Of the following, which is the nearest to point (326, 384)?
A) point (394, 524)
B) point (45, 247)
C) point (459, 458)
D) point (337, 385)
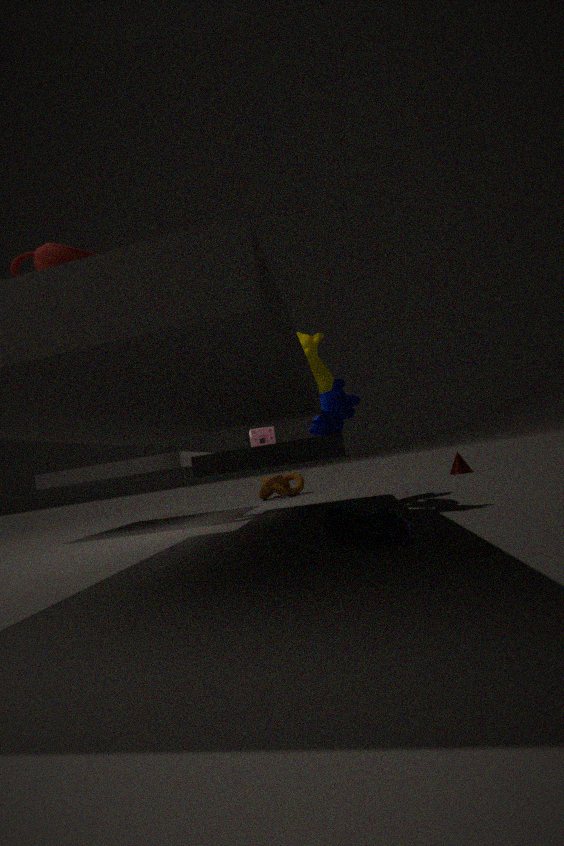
point (337, 385)
